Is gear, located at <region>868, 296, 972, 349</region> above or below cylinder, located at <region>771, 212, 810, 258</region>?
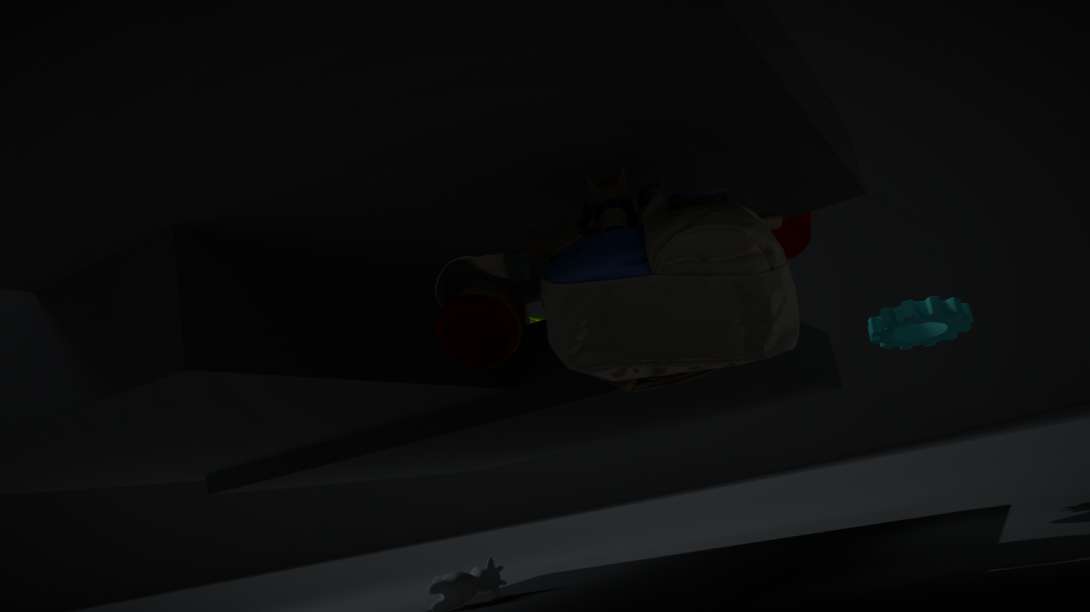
below
